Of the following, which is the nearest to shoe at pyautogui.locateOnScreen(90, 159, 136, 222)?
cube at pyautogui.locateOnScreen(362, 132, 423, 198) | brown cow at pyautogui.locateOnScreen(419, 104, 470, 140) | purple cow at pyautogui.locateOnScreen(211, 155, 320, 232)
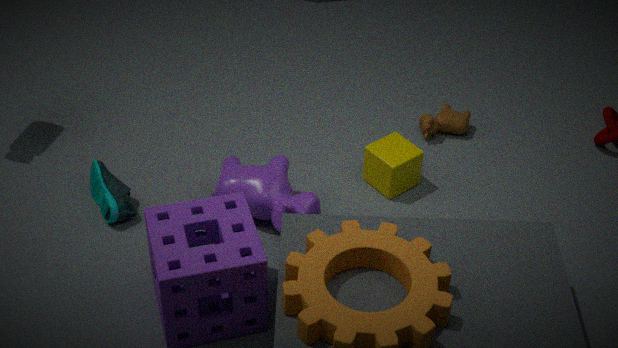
purple cow at pyautogui.locateOnScreen(211, 155, 320, 232)
